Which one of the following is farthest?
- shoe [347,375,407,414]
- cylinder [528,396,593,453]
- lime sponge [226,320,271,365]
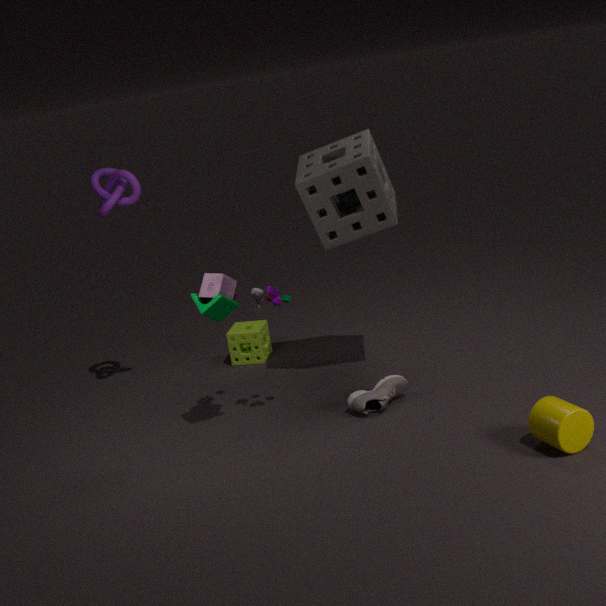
lime sponge [226,320,271,365]
